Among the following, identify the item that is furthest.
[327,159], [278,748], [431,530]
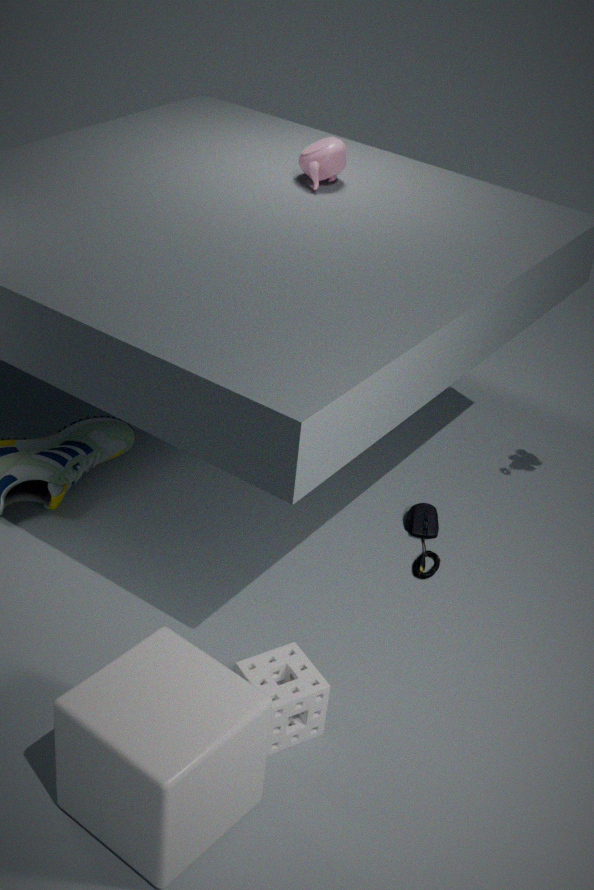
[431,530]
